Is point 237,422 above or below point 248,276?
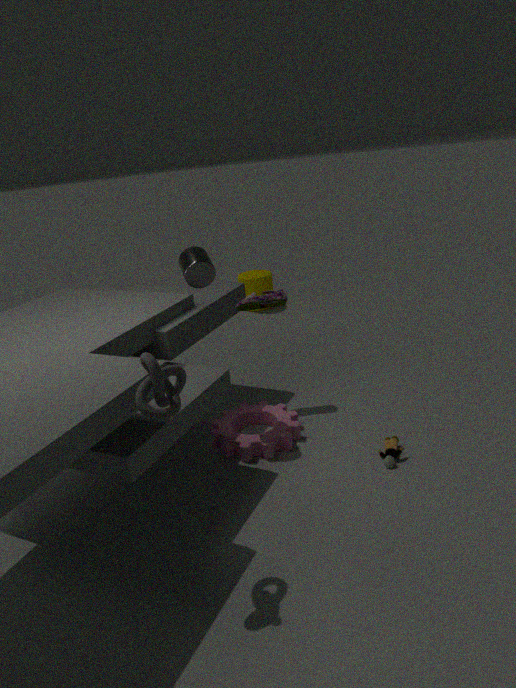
below
